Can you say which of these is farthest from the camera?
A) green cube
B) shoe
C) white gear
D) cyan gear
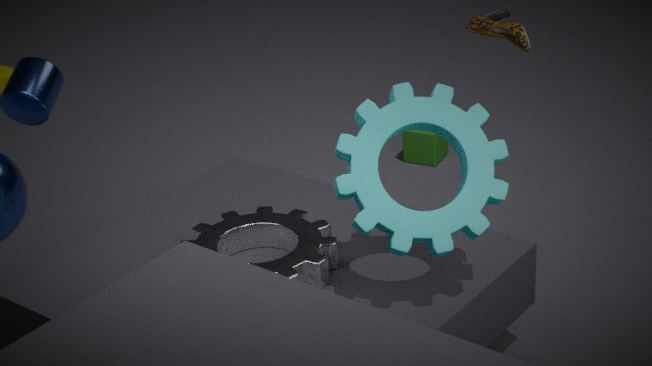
green cube
